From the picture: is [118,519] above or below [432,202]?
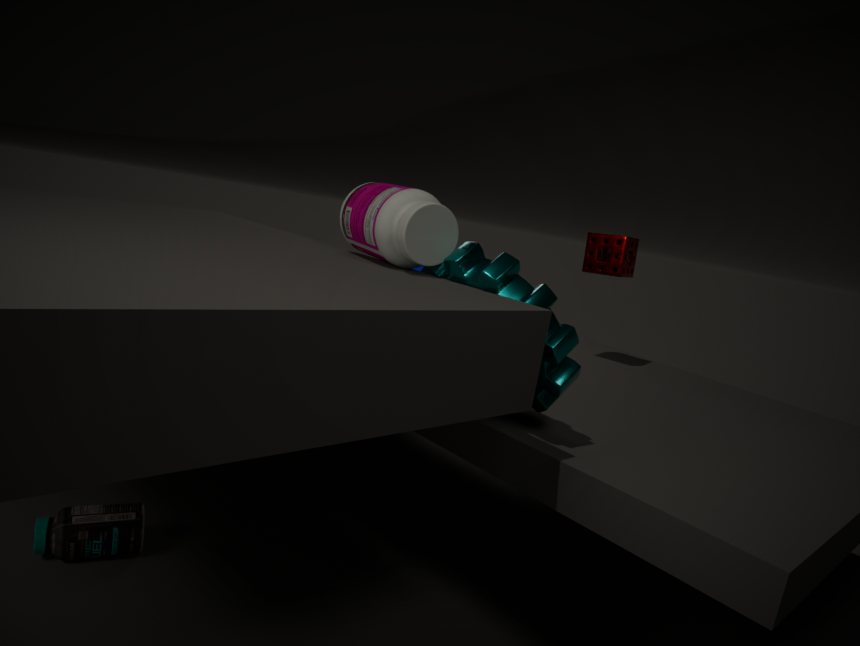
below
